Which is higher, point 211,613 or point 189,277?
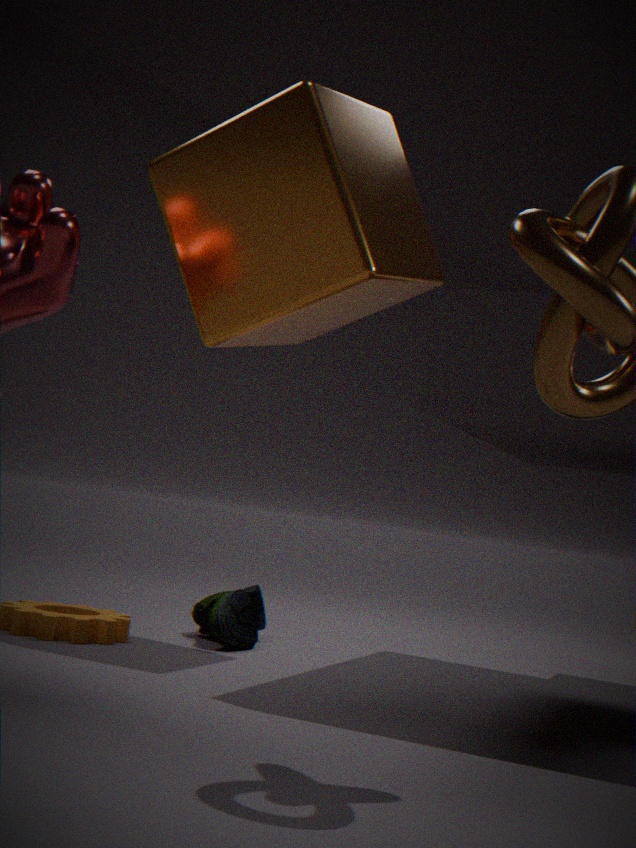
point 189,277
